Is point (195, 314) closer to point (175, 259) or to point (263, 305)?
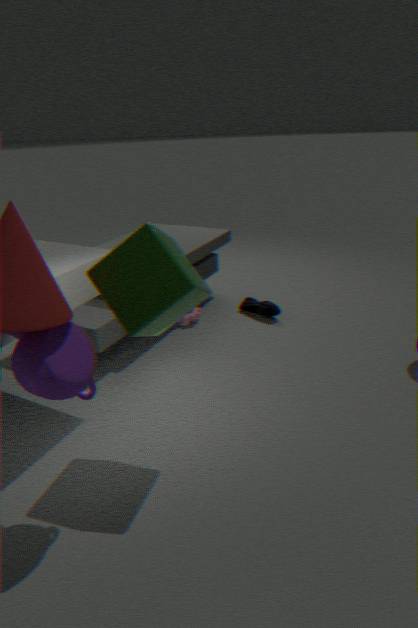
point (263, 305)
